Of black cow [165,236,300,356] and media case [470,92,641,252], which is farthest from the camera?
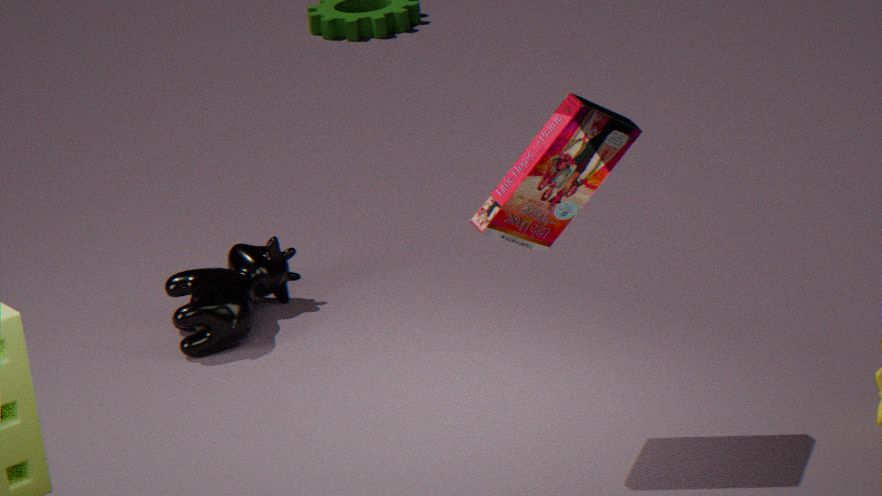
black cow [165,236,300,356]
